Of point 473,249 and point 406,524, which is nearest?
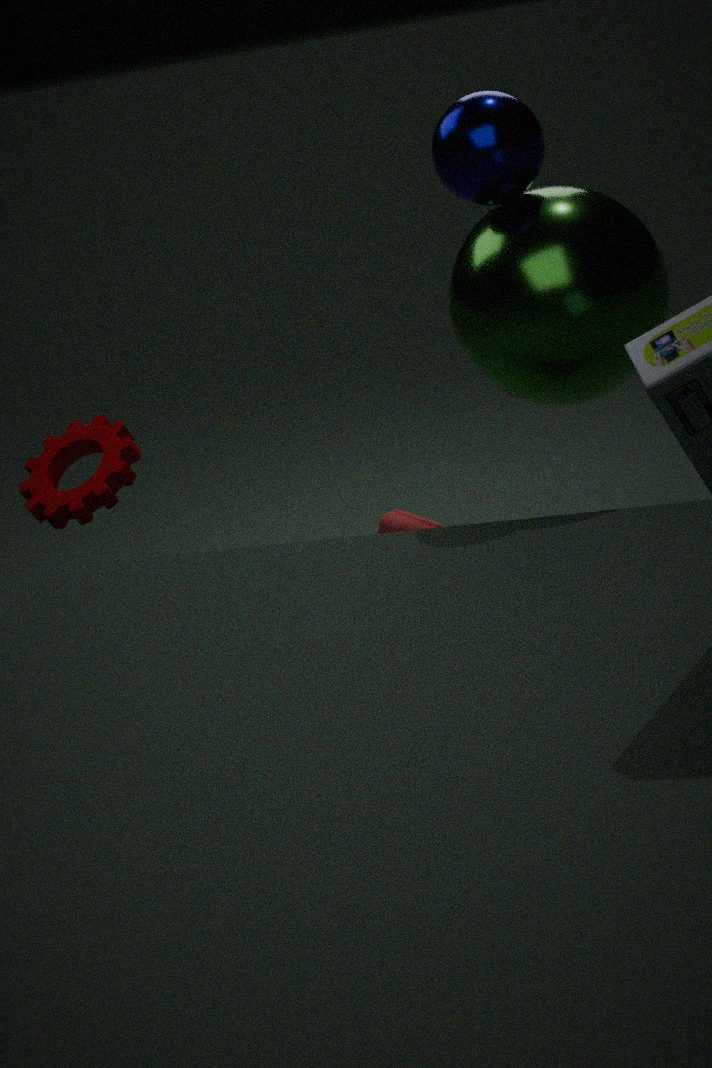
point 473,249
